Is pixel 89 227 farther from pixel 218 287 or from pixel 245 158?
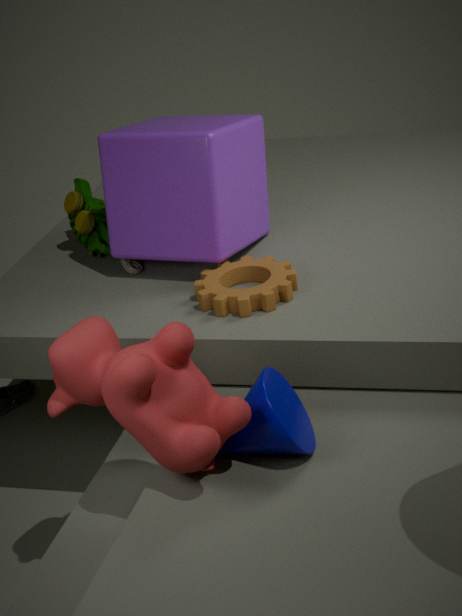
pixel 218 287
